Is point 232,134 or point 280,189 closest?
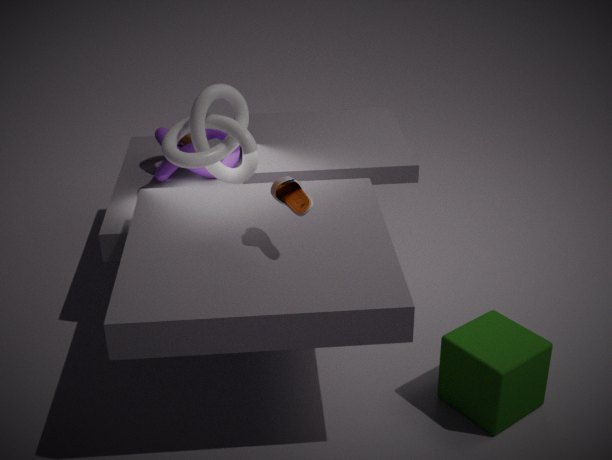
point 280,189
